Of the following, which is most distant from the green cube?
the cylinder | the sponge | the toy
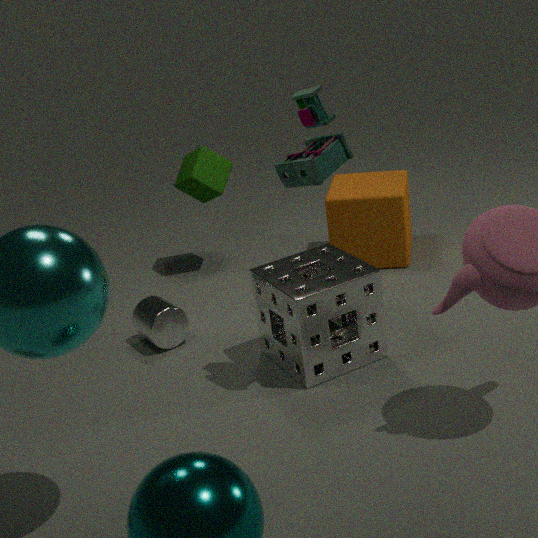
the toy
